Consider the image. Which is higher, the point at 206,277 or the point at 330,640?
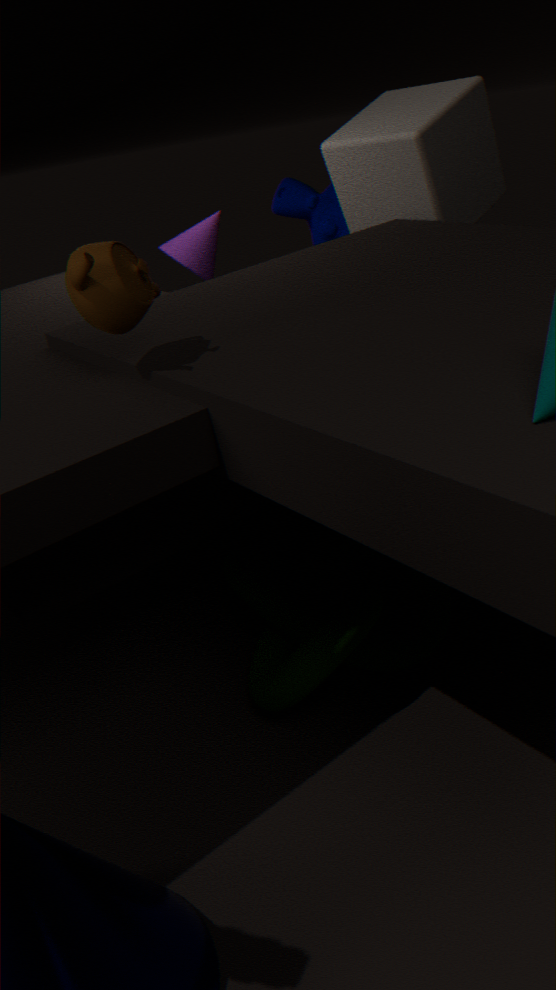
the point at 206,277
